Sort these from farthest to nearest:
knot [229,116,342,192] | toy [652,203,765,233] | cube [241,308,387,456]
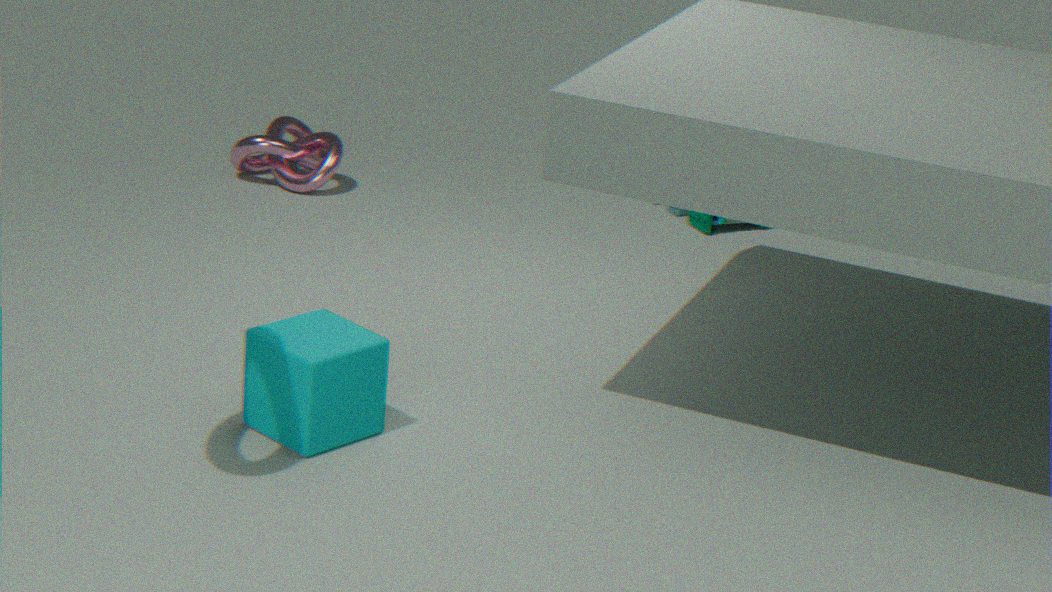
knot [229,116,342,192]
toy [652,203,765,233]
cube [241,308,387,456]
